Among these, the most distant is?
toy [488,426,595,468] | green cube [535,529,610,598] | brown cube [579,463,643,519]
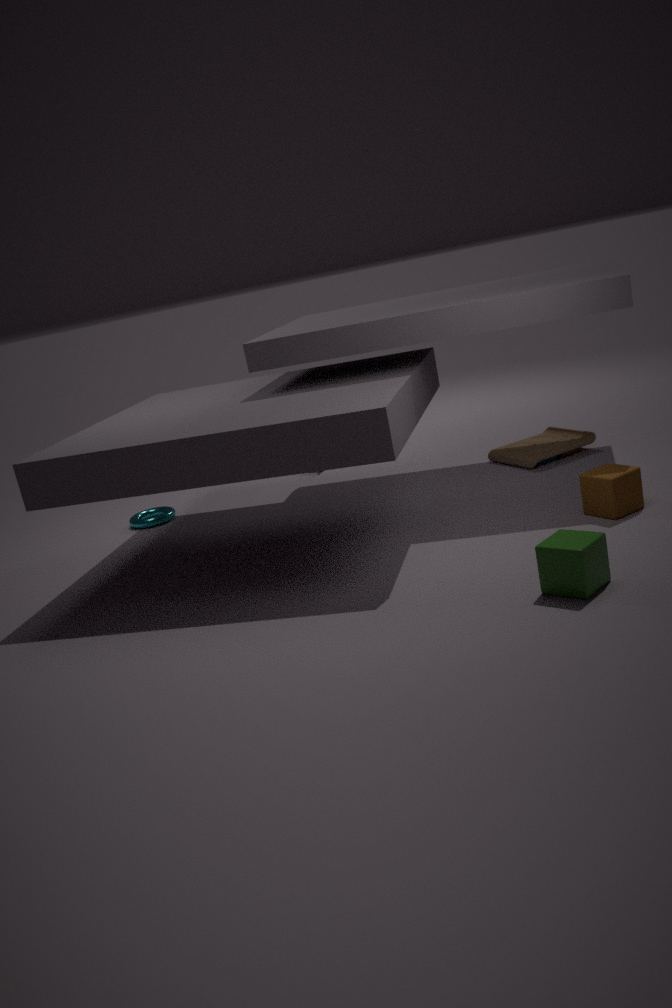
toy [488,426,595,468]
